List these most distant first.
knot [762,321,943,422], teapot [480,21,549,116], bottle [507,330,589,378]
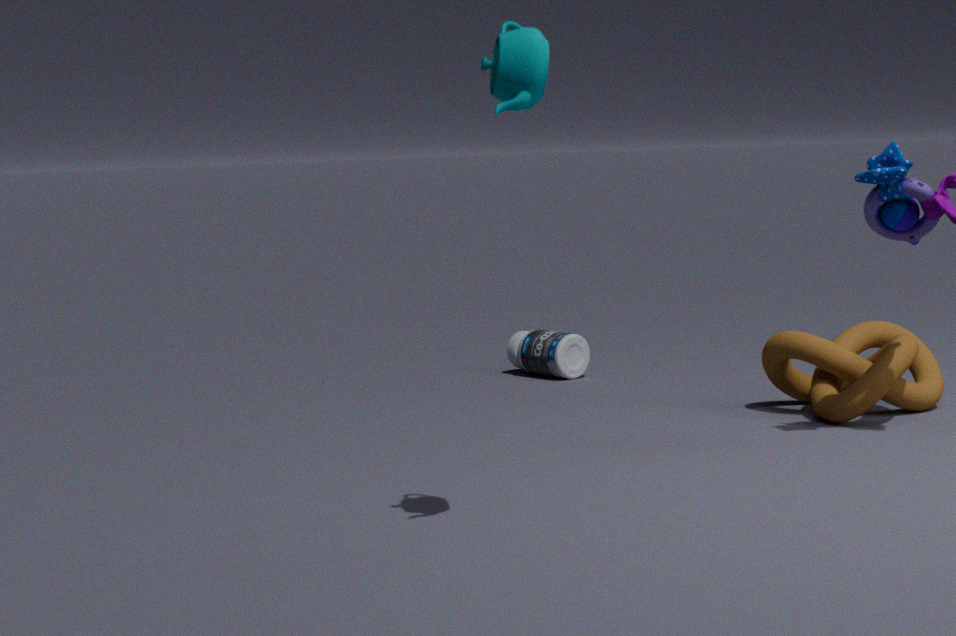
1. bottle [507,330,589,378]
2. knot [762,321,943,422]
3. teapot [480,21,549,116]
